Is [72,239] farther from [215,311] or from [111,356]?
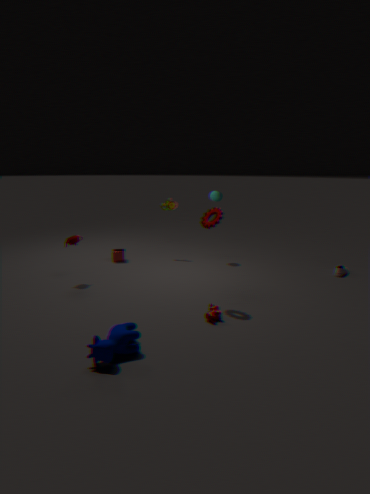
[215,311]
